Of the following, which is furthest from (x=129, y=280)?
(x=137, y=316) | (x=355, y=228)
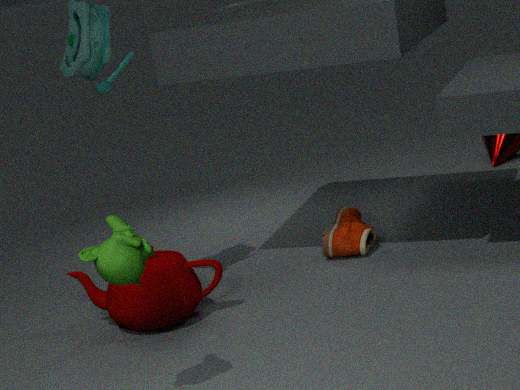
(x=355, y=228)
